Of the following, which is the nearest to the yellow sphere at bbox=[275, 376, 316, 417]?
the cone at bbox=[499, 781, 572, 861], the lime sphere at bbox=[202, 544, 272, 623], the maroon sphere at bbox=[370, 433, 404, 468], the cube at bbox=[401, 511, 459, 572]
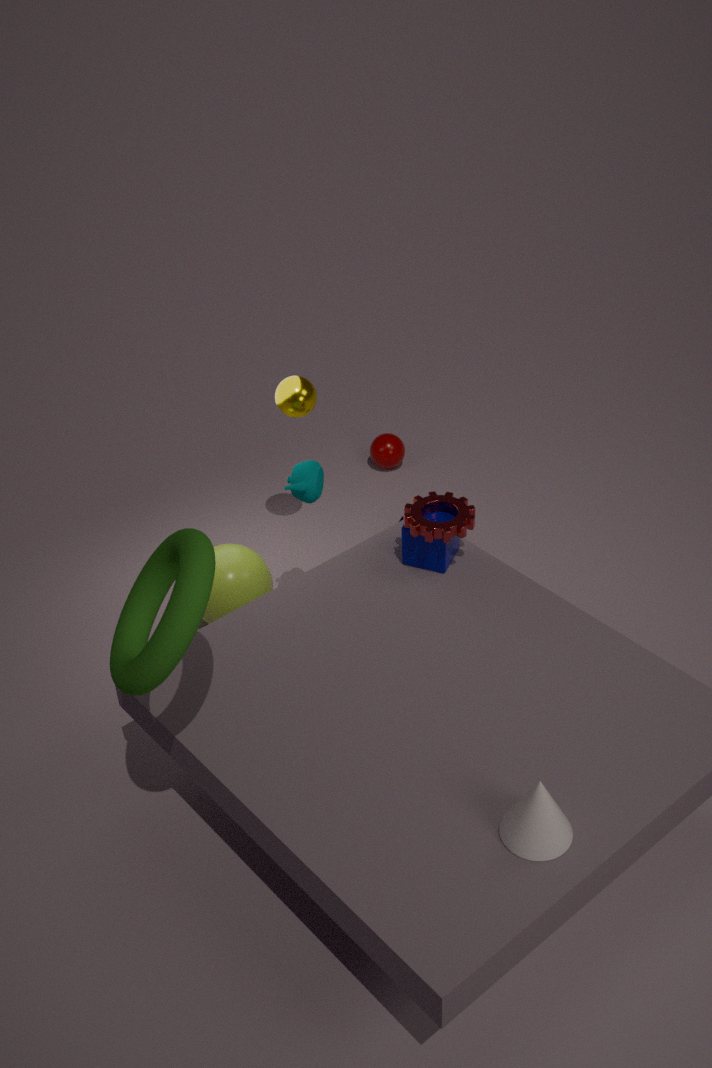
the lime sphere at bbox=[202, 544, 272, 623]
